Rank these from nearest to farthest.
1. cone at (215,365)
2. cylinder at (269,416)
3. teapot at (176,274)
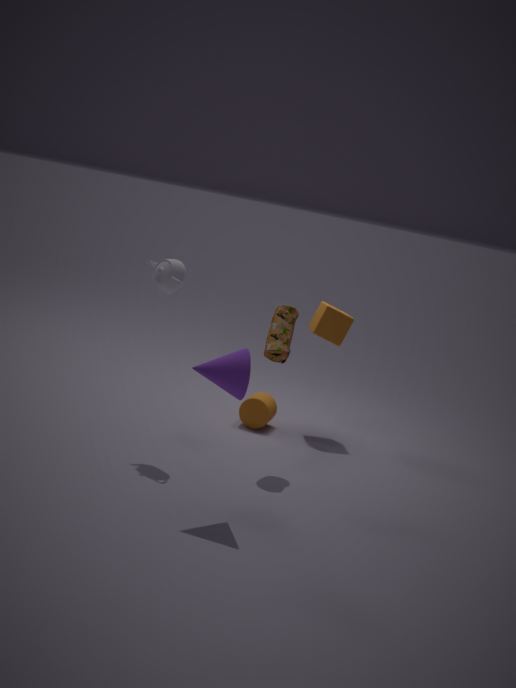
cone at (215,365) < teapot at (176,274) < cylinder at (269,416)
